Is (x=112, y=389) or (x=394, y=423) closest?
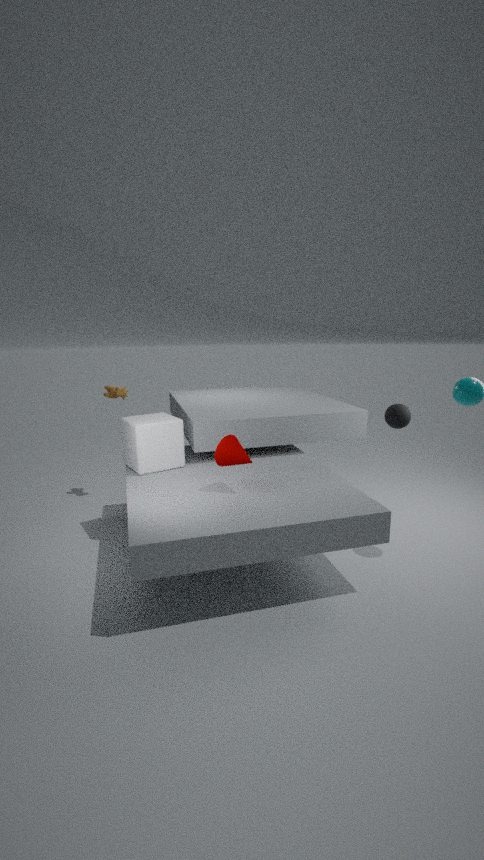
(x=394, y=423)
